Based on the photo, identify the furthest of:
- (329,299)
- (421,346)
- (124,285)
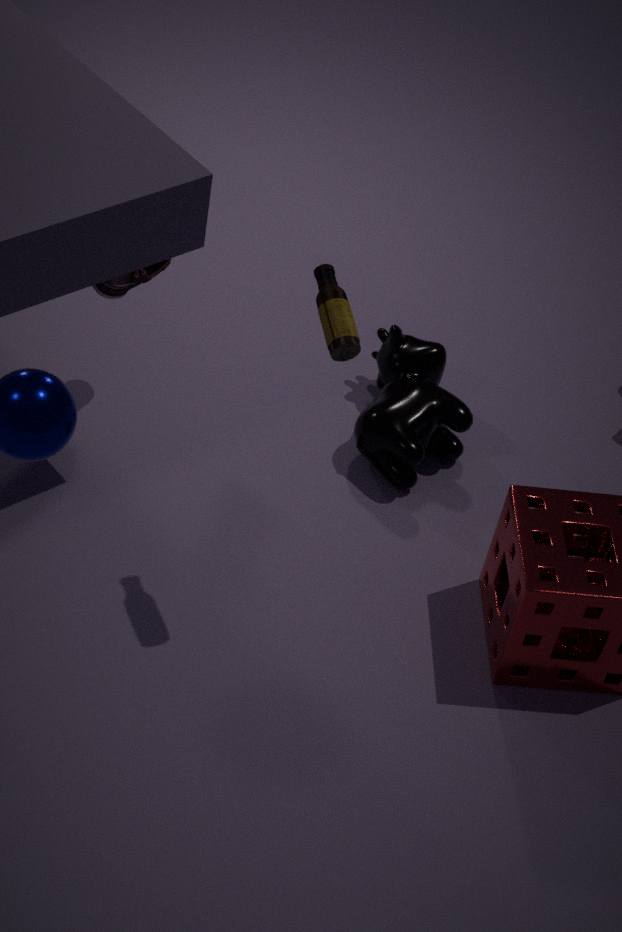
(421,346)
